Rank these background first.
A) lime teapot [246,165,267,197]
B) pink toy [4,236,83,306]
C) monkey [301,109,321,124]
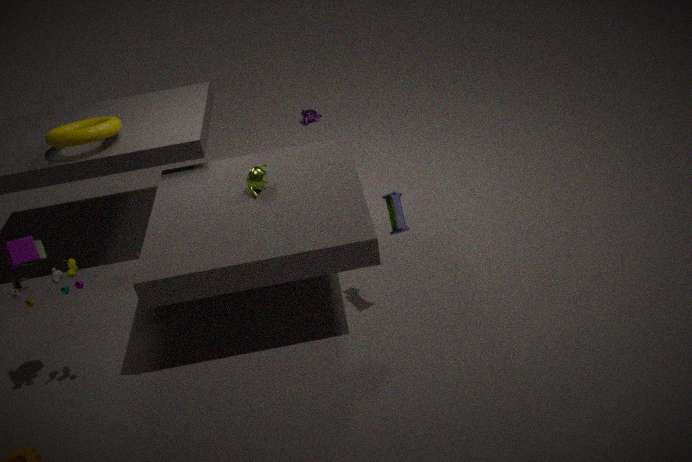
monkey [301,109,321,124] < lime teapot [246,165,267,197] < pink toy [4,236,83,306]
